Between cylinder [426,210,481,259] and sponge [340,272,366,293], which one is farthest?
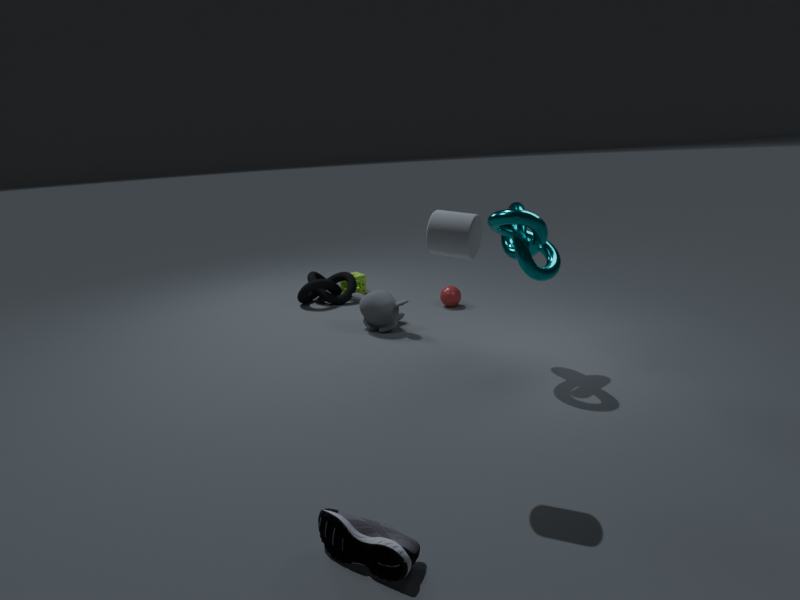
sponge [340,272,366,293]
